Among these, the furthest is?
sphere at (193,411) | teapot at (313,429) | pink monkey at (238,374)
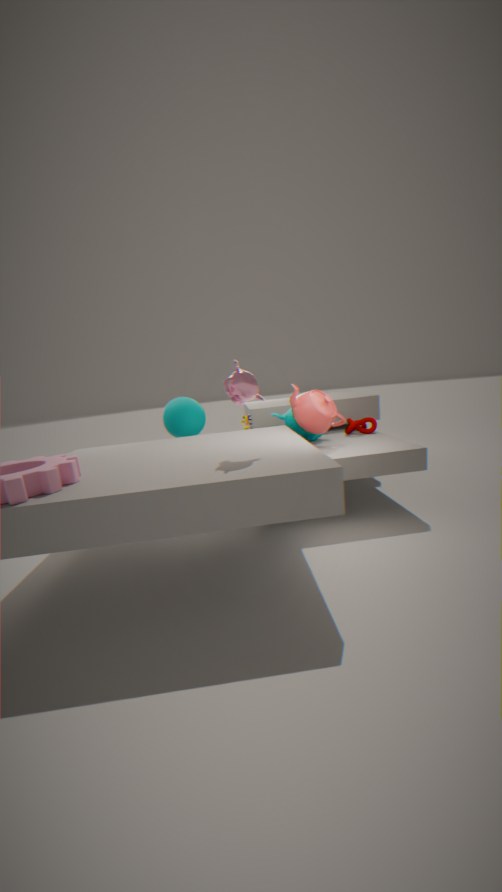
sphere at (193,411)
